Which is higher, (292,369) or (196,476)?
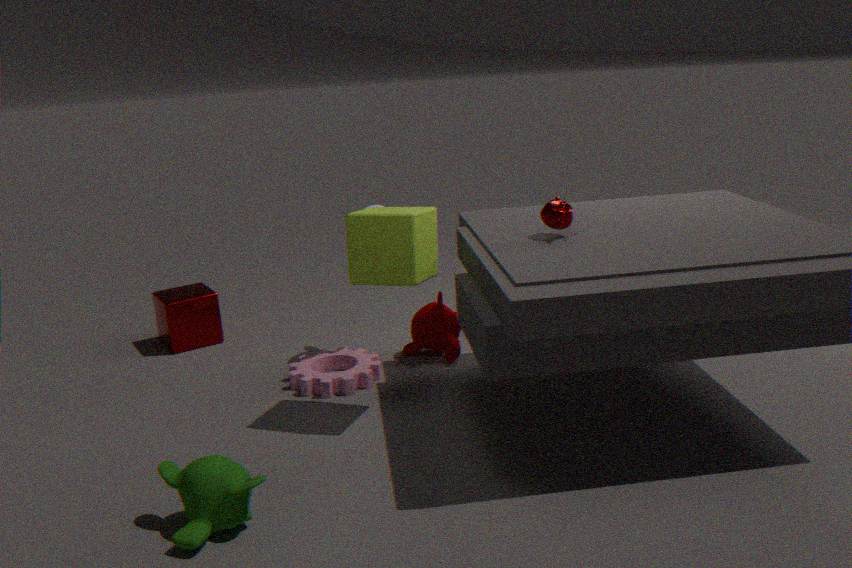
(196,476)
